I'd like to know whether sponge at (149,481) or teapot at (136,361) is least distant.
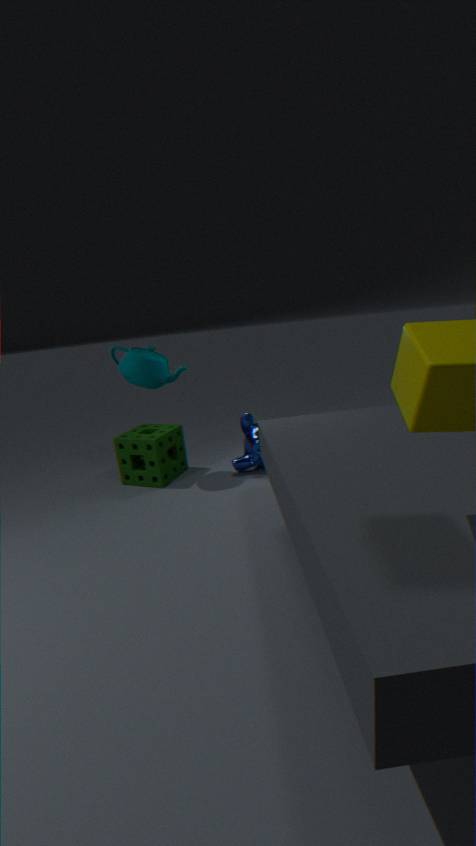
teapot at (136,361)
